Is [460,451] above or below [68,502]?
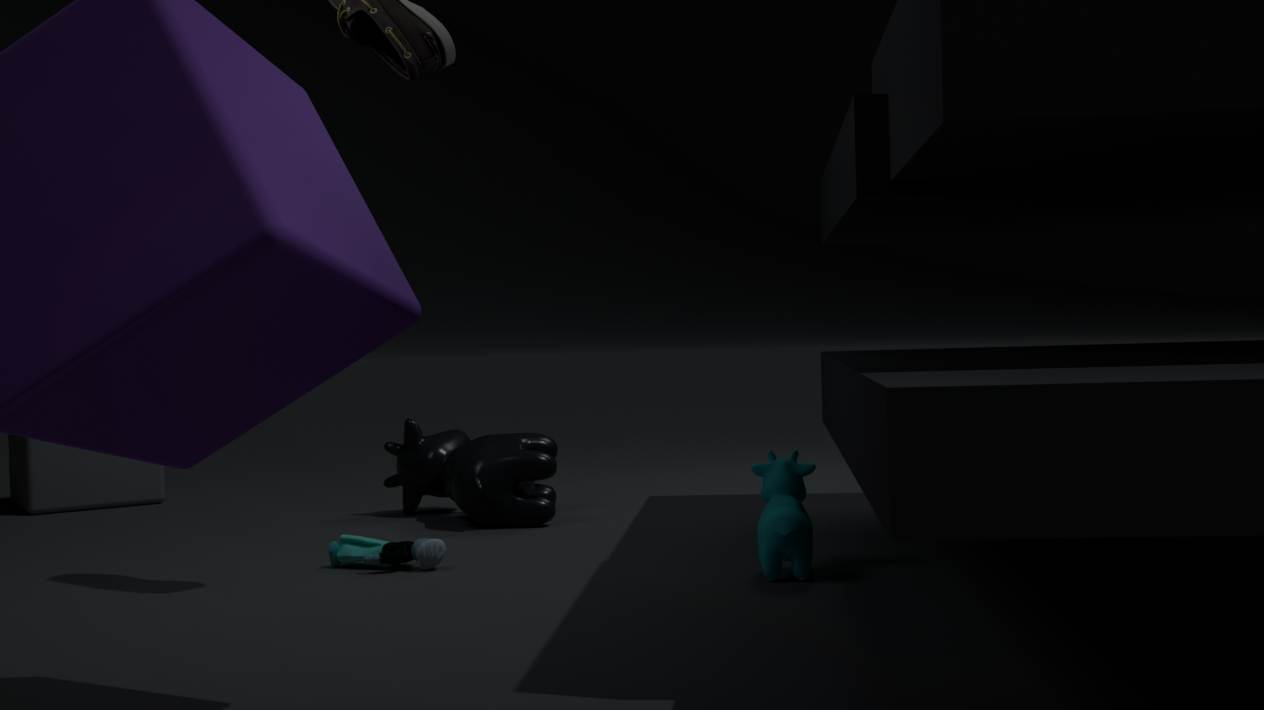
below
